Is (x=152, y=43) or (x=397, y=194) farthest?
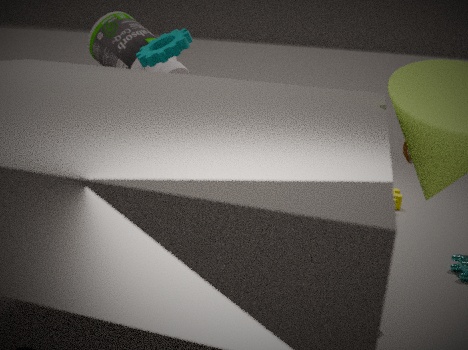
(x=397, y=194)
